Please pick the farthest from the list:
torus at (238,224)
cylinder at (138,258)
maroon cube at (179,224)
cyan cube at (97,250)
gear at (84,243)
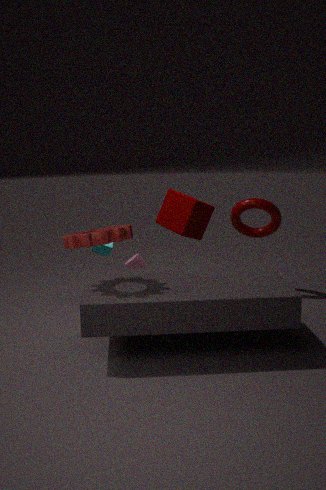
torus at (238,224)
